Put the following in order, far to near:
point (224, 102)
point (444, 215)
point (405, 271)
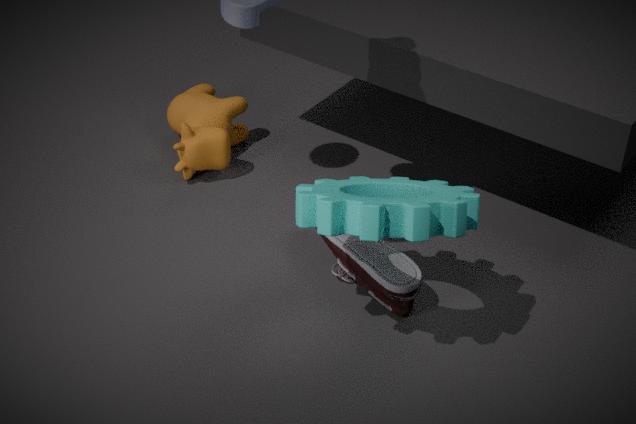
1. point (224, 102)
2. point (405, 271)
3. point (444, 215)
